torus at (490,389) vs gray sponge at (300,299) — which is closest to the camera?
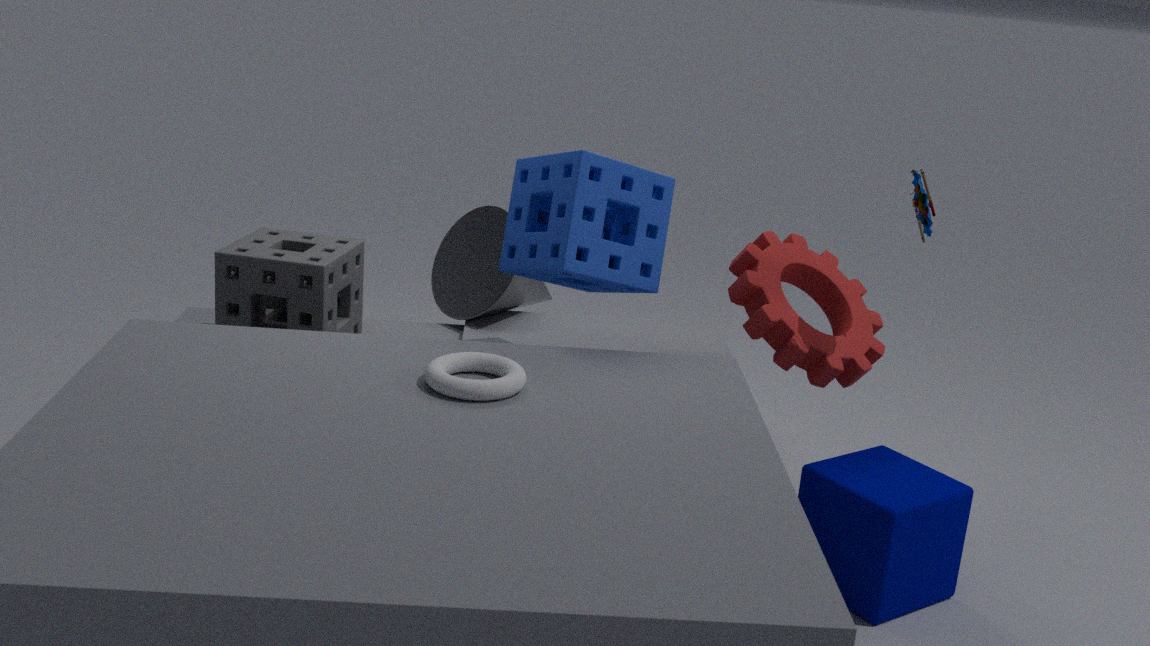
torus at (490,389)
